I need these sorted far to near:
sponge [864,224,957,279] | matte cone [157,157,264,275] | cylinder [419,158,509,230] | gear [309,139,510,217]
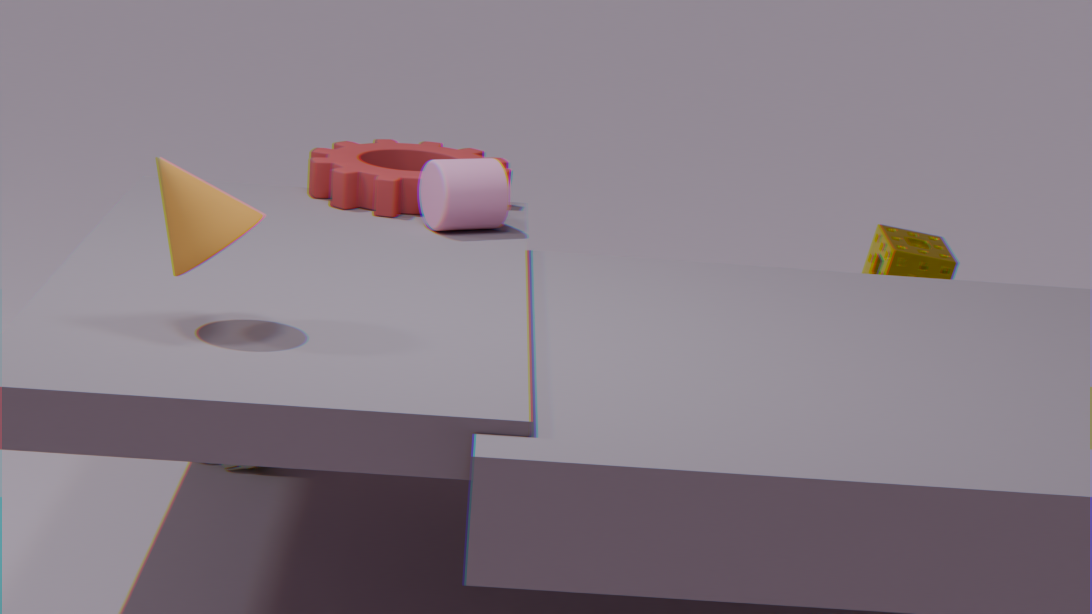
sponge [864,224,957,279] < gear [309,139,510,217] < cylinder [419,158,509,230] < matte cone [157,157,264,275]
